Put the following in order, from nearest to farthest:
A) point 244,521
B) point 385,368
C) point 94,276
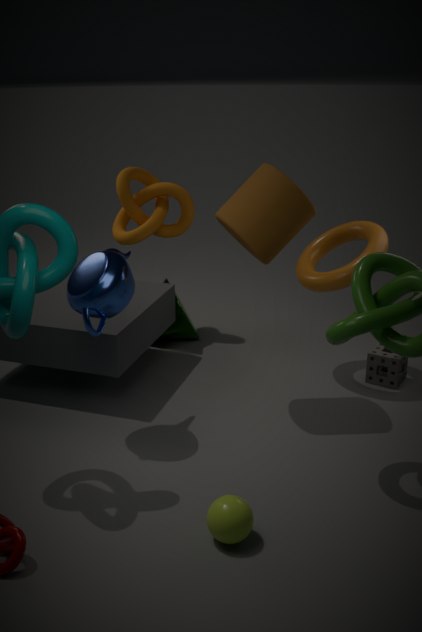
point 244,521 → point 94,276 → point 385,368
